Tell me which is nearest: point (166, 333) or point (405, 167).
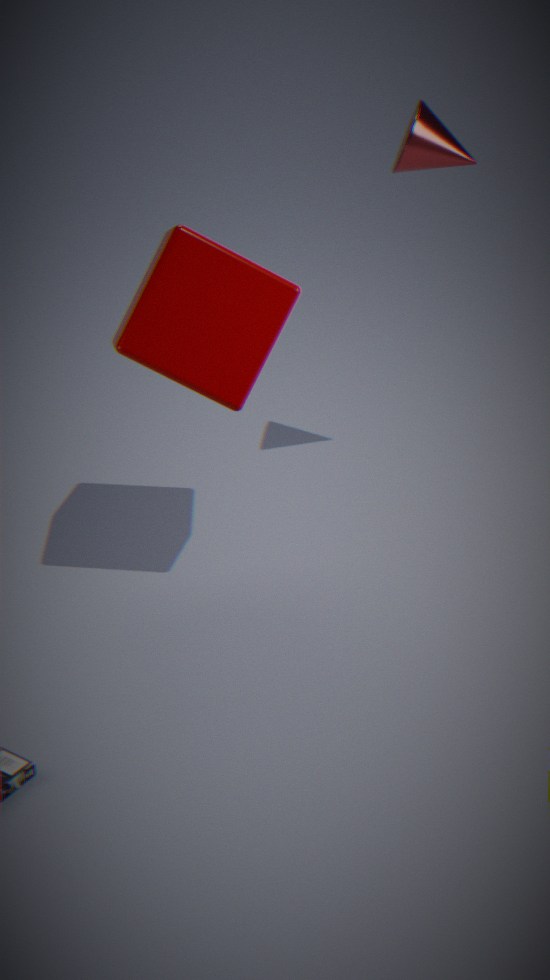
point (166, 333)
